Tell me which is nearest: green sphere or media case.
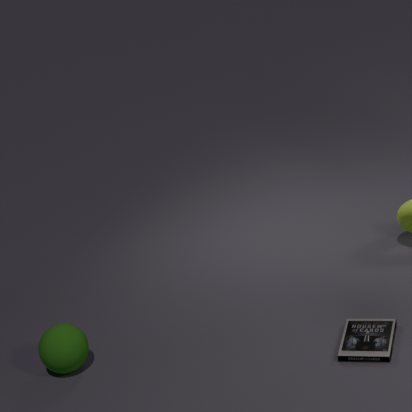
media case
